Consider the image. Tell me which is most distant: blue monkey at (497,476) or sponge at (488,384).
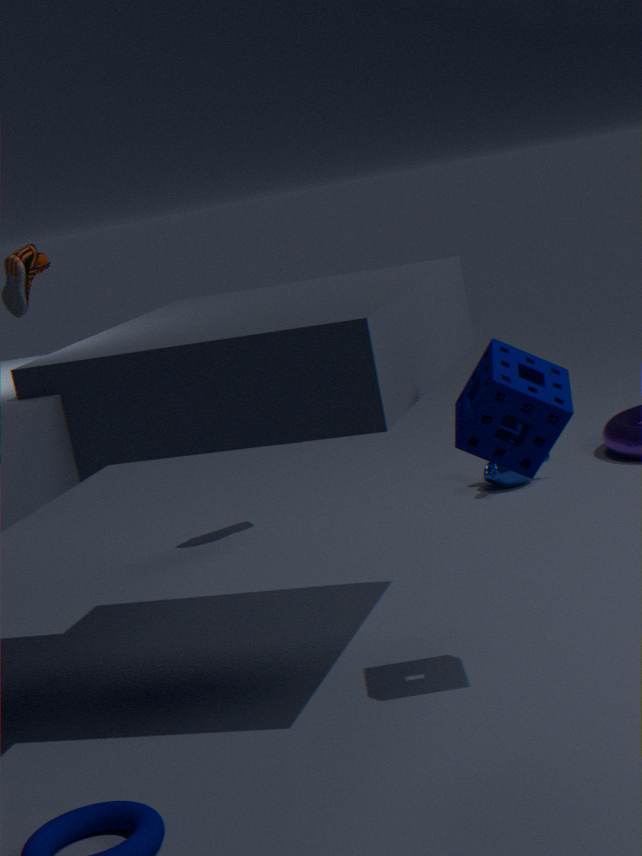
blue monkey at (497,476)
